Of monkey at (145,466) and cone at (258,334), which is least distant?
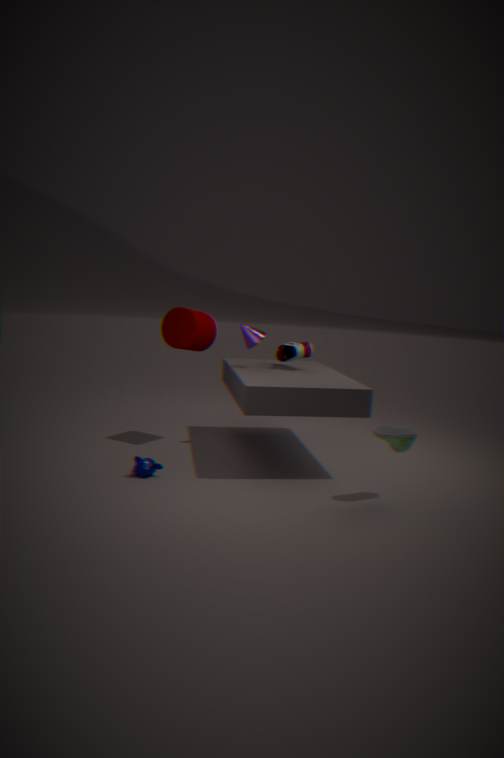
monkey at (145,466)
